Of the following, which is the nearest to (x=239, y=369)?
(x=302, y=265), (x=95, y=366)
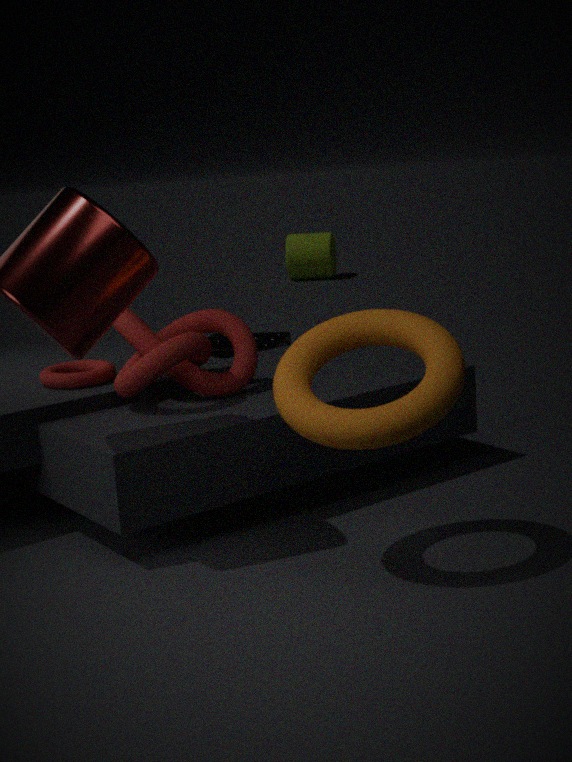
(x=95, y=366)
